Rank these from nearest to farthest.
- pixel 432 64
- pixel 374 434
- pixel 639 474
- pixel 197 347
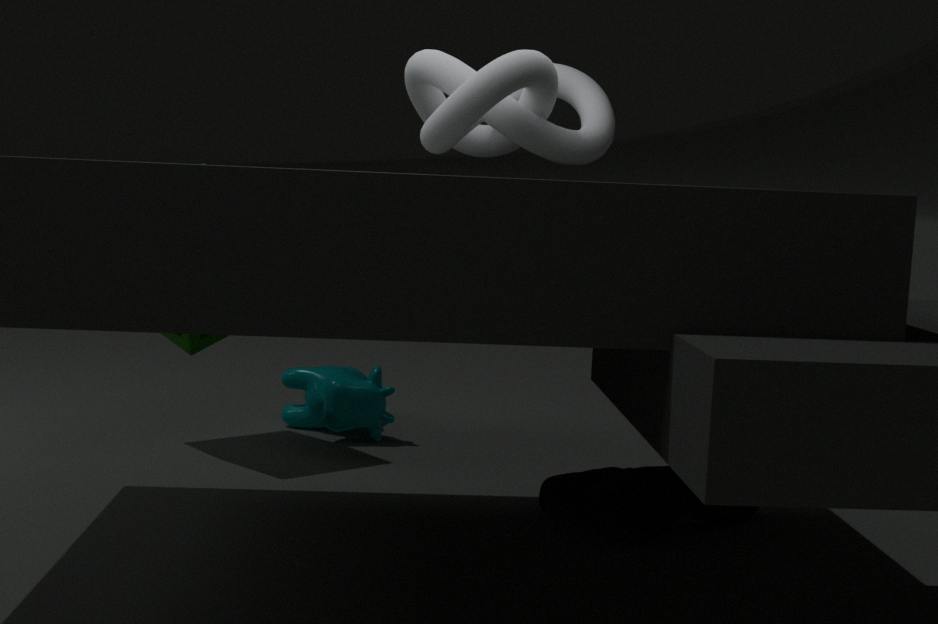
1. pixel 432 64
2. pixel 639 474
3. pixel 197 347
4. pixel 374 434
